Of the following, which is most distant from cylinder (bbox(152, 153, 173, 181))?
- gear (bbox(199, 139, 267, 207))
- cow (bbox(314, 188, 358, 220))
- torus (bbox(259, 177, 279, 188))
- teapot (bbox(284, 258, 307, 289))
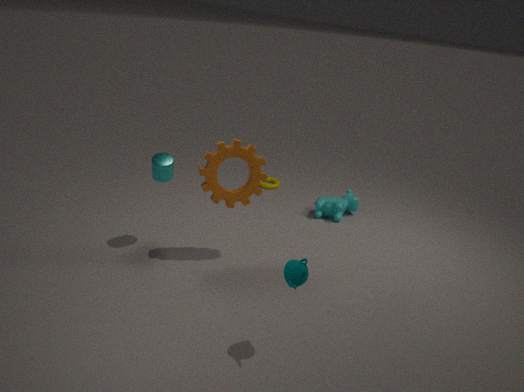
torus (bbox(259, 177, 279, 188))
